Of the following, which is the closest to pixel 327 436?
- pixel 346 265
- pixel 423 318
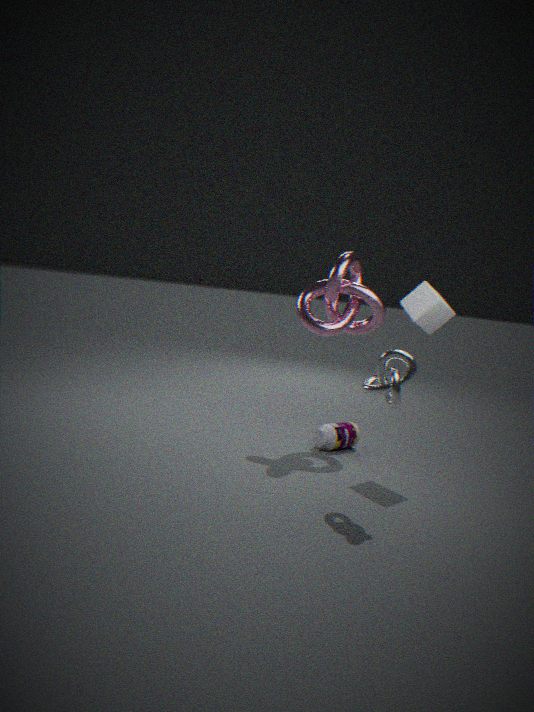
pixel 346 265
